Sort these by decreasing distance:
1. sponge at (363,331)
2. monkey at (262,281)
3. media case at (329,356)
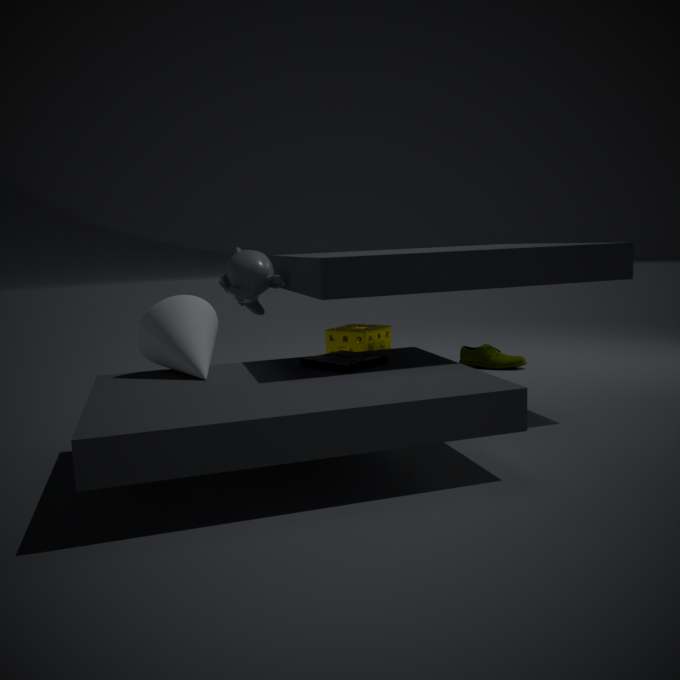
1. sponge at (363,331)
2. monkey at (262,281)
3. media case at (329,356)
